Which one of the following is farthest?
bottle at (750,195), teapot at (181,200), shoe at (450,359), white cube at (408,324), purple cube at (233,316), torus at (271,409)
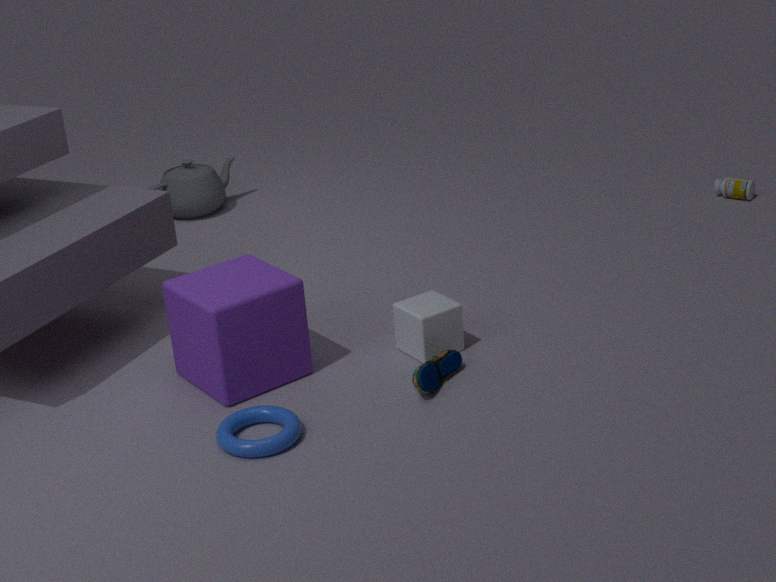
teapot at (181,200)
